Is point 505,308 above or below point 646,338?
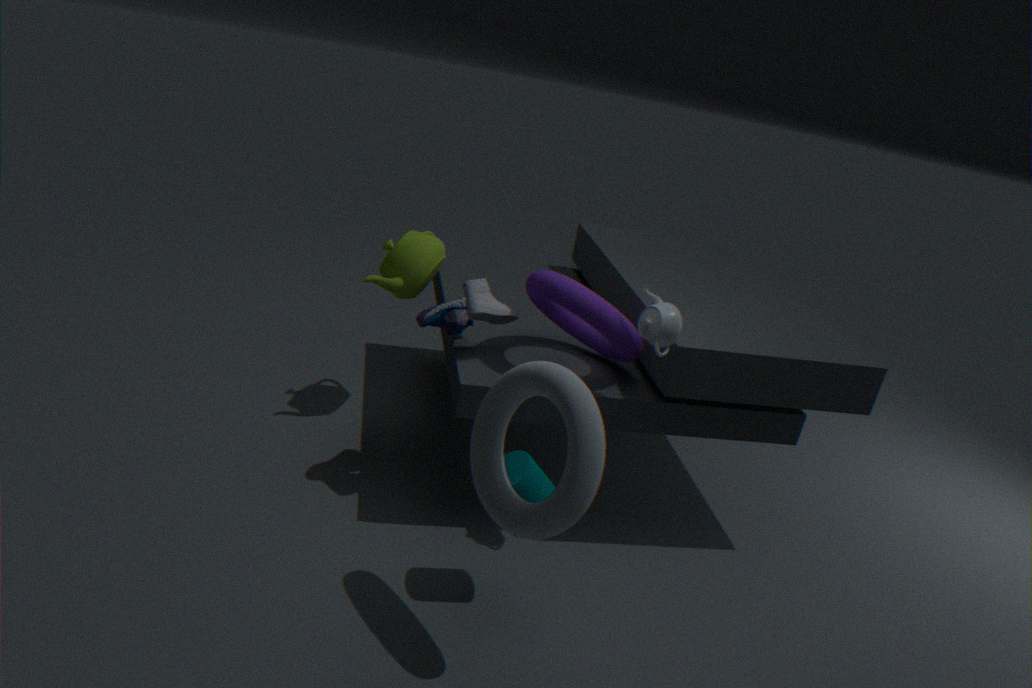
below
